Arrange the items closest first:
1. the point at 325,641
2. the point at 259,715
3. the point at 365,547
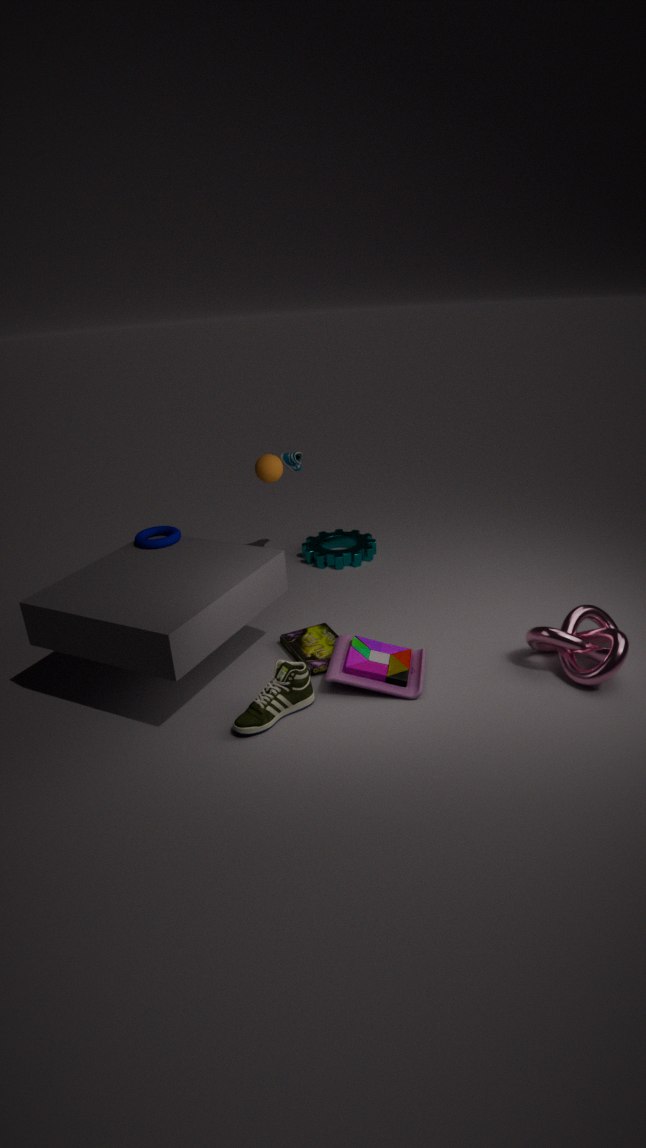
the point at 259,715 → the point at 325,641 → the point at 365,547
